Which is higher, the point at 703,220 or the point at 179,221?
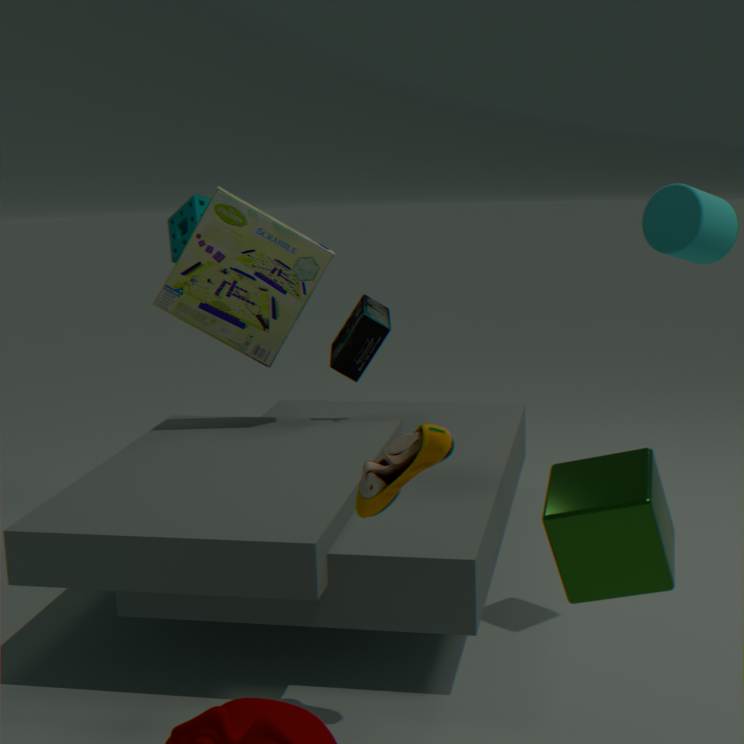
the point at 703,220
